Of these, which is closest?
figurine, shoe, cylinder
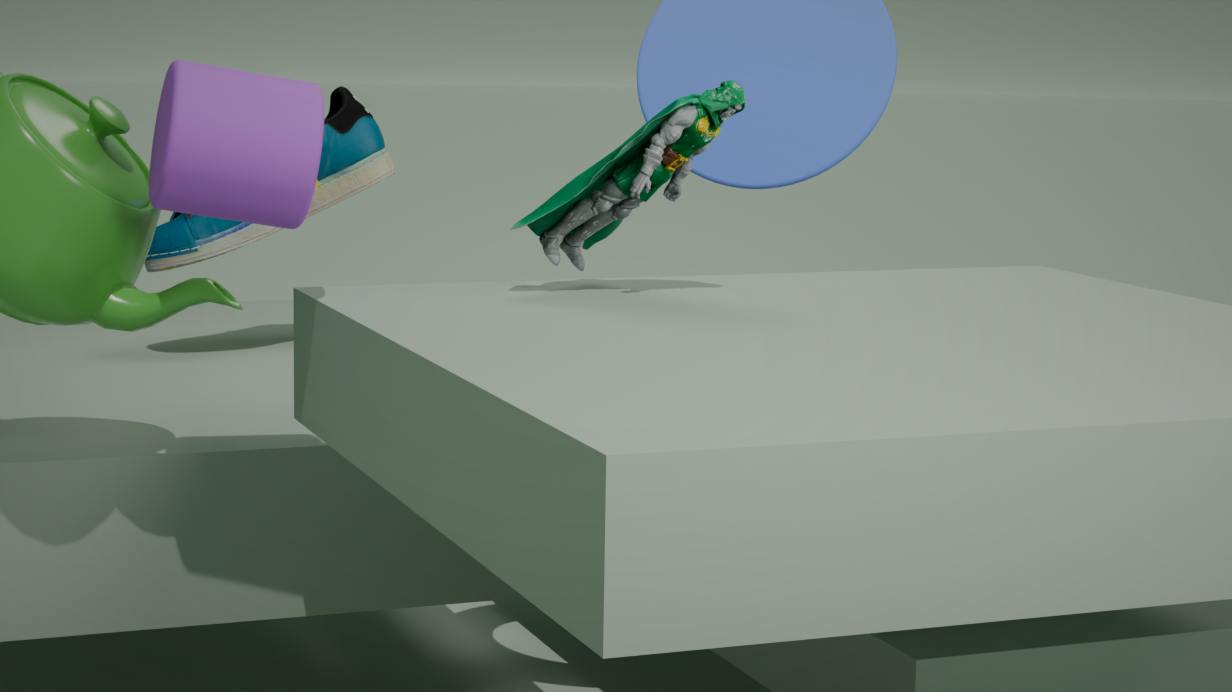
cylinder
